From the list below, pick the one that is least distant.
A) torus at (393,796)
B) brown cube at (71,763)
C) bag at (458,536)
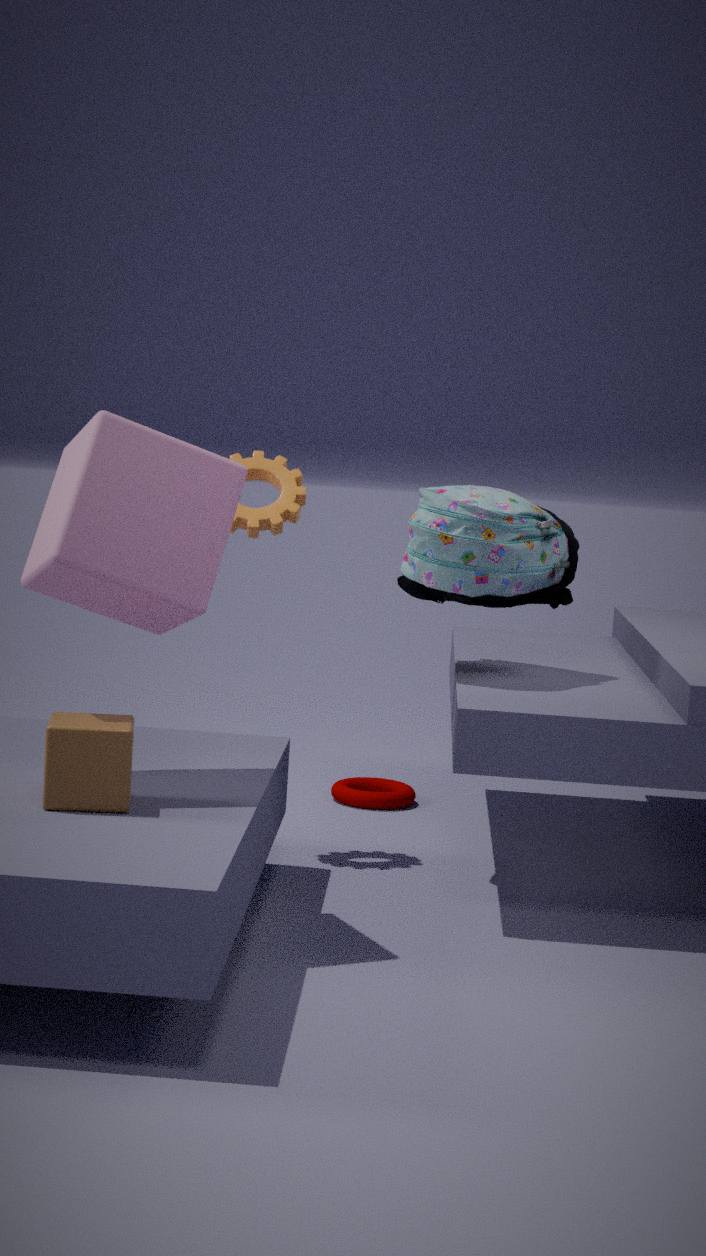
brown cube at (71,763)
